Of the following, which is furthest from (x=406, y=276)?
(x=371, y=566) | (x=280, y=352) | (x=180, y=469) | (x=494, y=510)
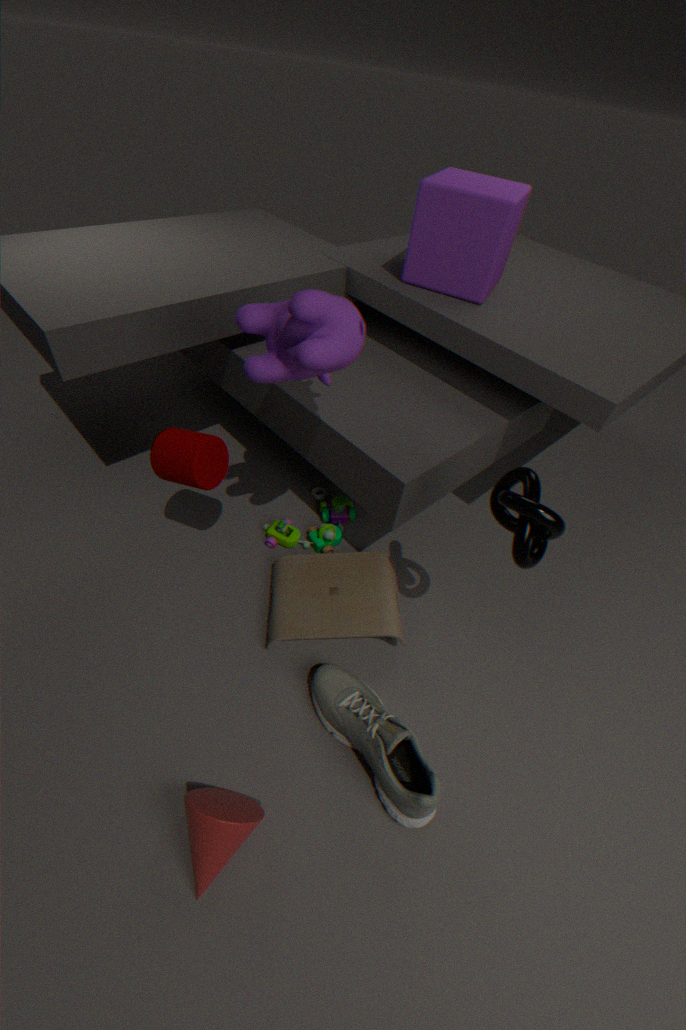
(x=371, y=566)
